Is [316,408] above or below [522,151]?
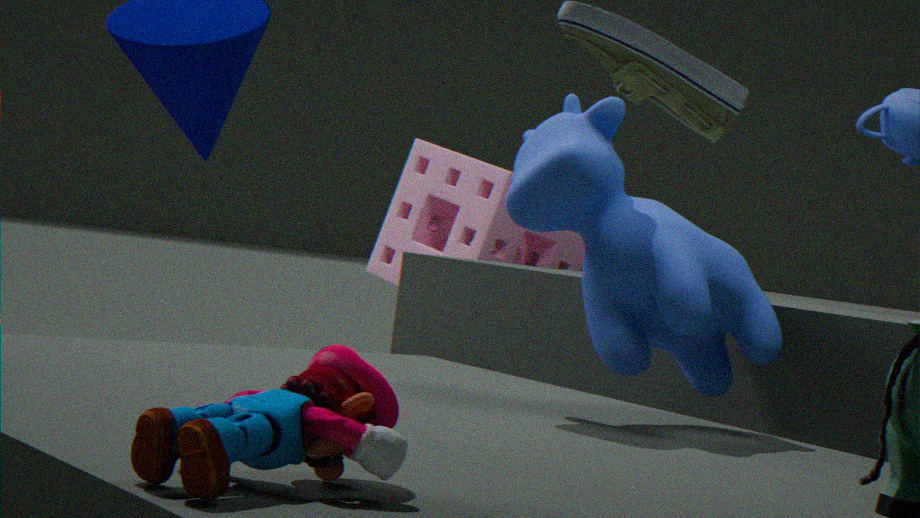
below
